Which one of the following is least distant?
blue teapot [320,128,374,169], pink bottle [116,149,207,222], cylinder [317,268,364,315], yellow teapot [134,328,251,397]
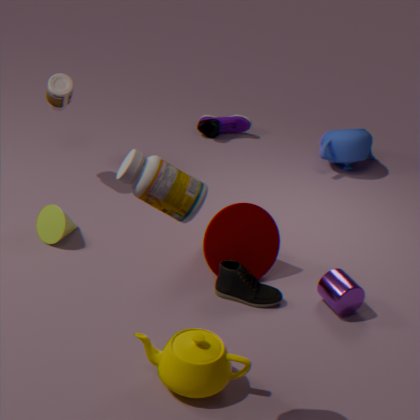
pink bottle [116,149,207,222]
